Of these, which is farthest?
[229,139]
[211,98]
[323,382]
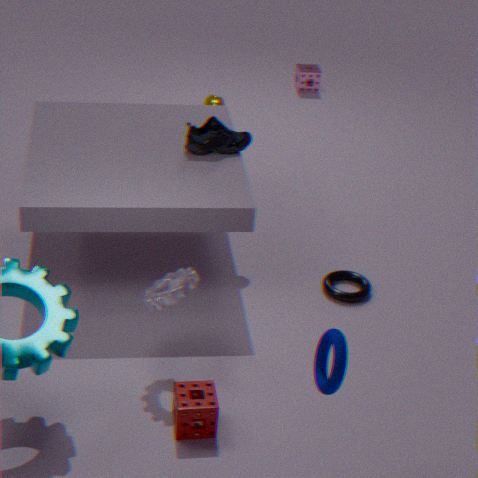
[211,98]
